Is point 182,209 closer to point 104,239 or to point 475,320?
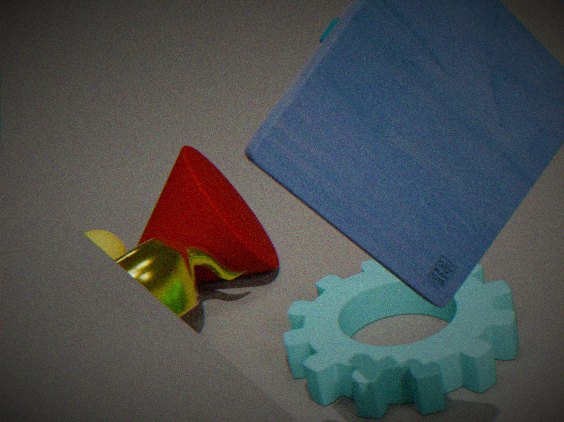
point 104,239
